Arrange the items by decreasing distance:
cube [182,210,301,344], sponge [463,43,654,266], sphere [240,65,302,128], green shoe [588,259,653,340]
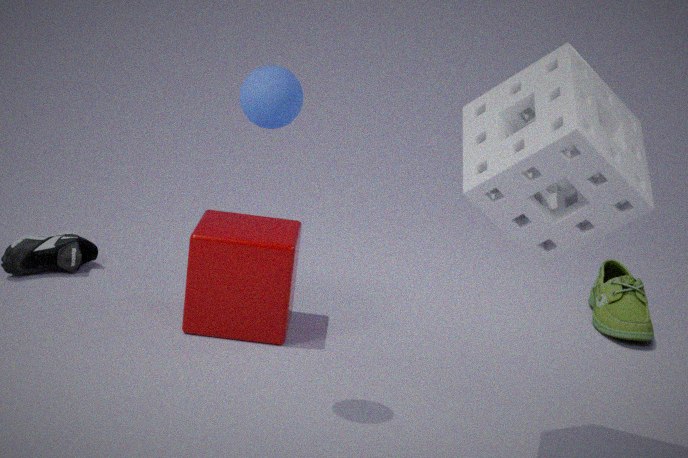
green shoe [588,259,653,340] → cube [182,210,301,344] → sphere [240,65,302,128] → sponge [463,43,654,266]
